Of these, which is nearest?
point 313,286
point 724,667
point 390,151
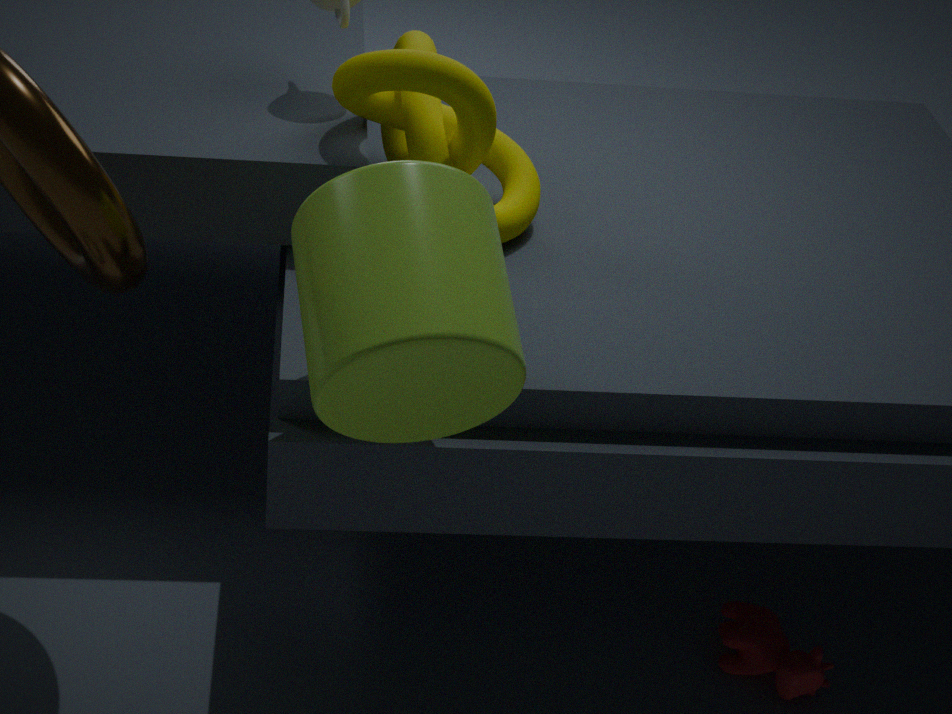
point 313,286
